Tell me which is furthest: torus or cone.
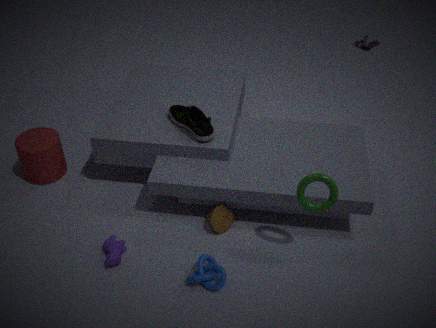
cone
